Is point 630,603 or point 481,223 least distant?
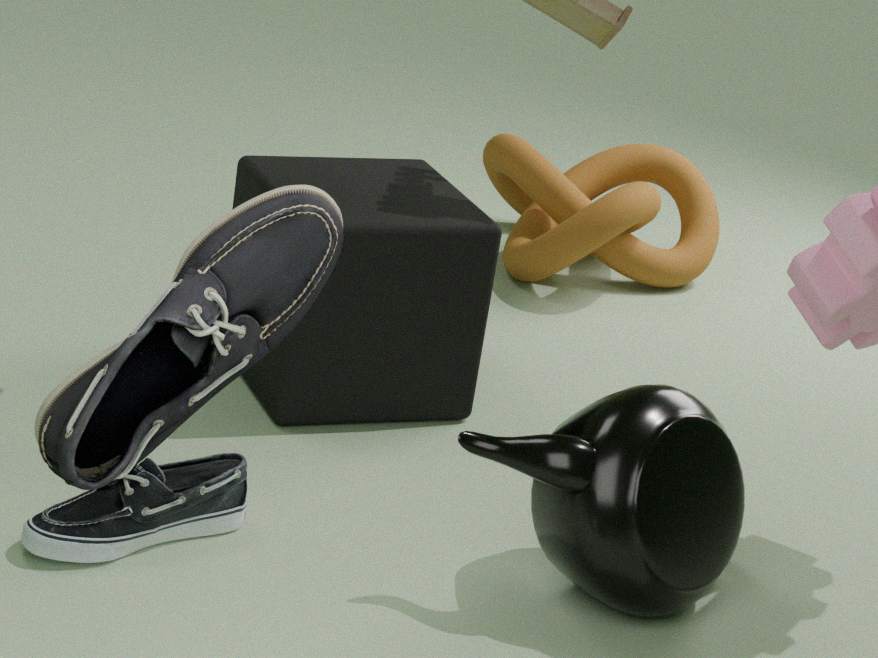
point 630,603
